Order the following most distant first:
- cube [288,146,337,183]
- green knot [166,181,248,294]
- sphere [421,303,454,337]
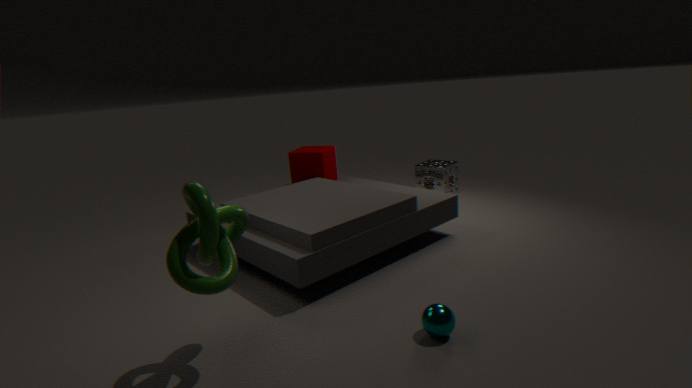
cube [288,146,337,183] → sphere [421,303,454,337] → green knot [166,181,248,294]
